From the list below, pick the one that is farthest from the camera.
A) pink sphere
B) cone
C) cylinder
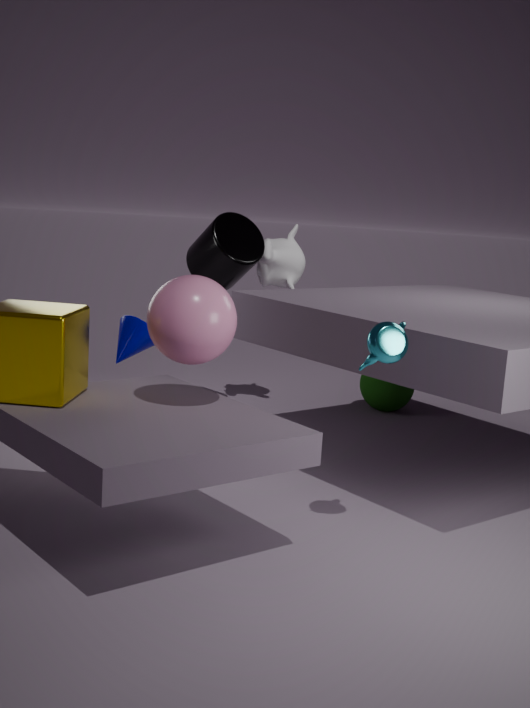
cylinder
